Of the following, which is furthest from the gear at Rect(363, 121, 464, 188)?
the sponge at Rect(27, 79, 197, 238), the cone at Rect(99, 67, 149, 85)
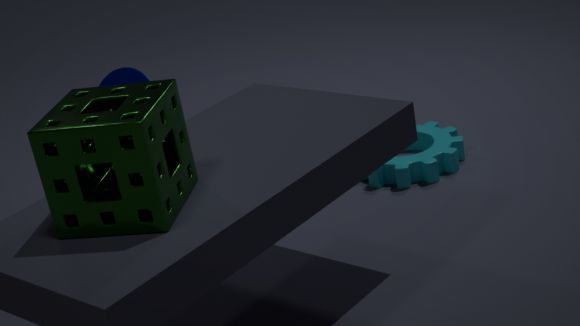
the sponge at Rect(27, 79, 197, 238)
